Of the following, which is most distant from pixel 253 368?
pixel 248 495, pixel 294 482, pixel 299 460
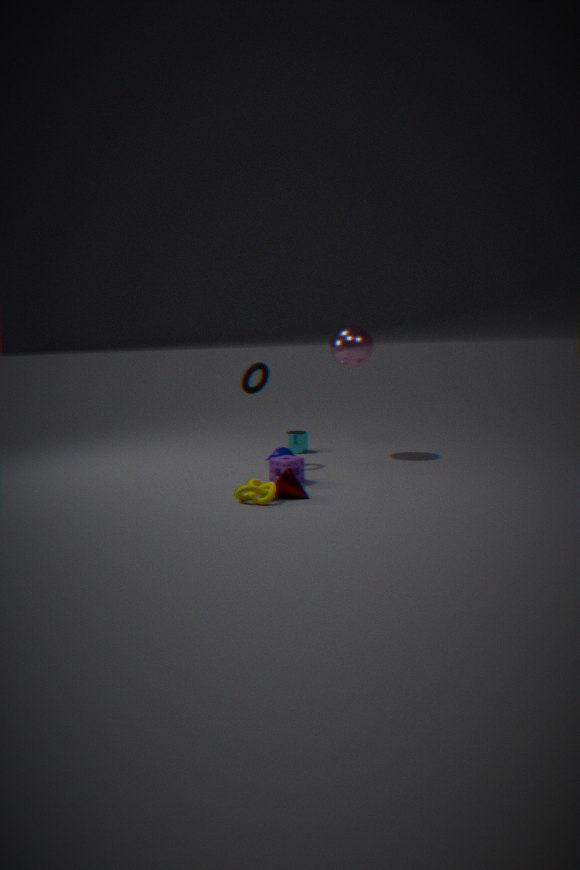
pixel 248 495
